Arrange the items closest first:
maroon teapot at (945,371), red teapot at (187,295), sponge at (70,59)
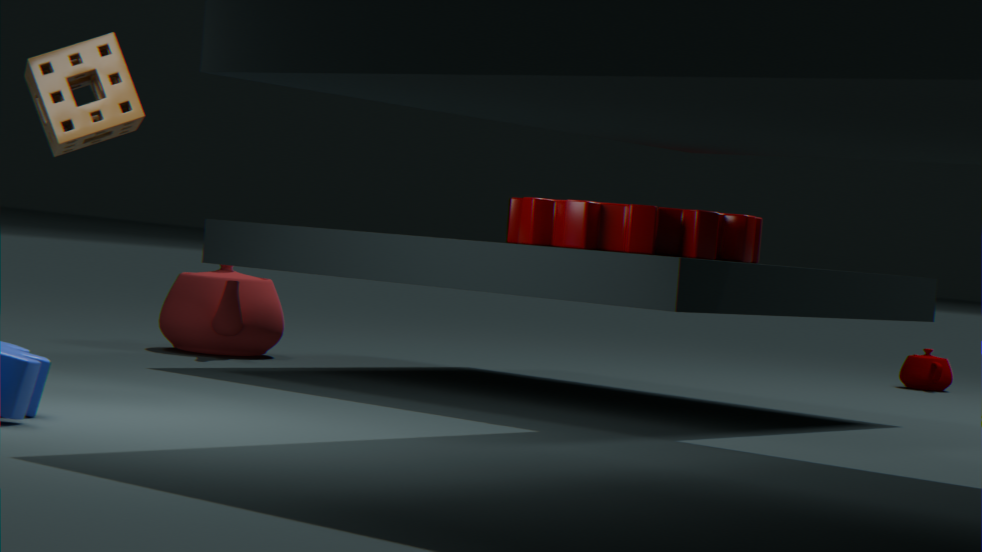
sponge at (70,59)
red teapot at (187,295)
maroon teapot at (945,371)
